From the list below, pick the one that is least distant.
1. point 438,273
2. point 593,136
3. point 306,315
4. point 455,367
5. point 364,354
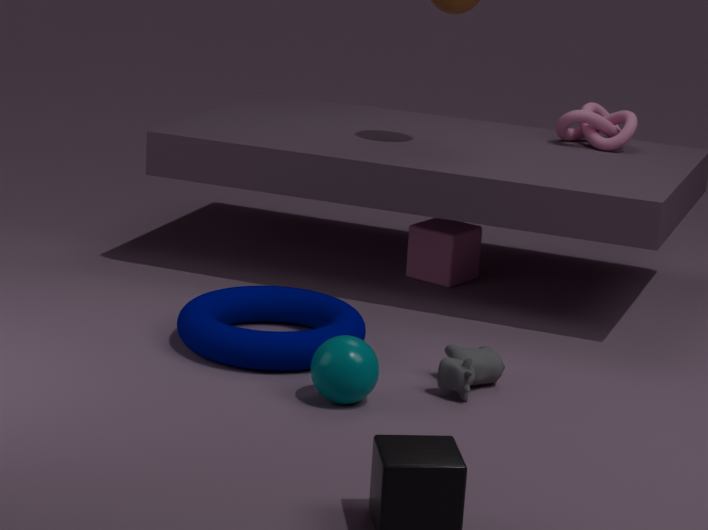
point 364,354
